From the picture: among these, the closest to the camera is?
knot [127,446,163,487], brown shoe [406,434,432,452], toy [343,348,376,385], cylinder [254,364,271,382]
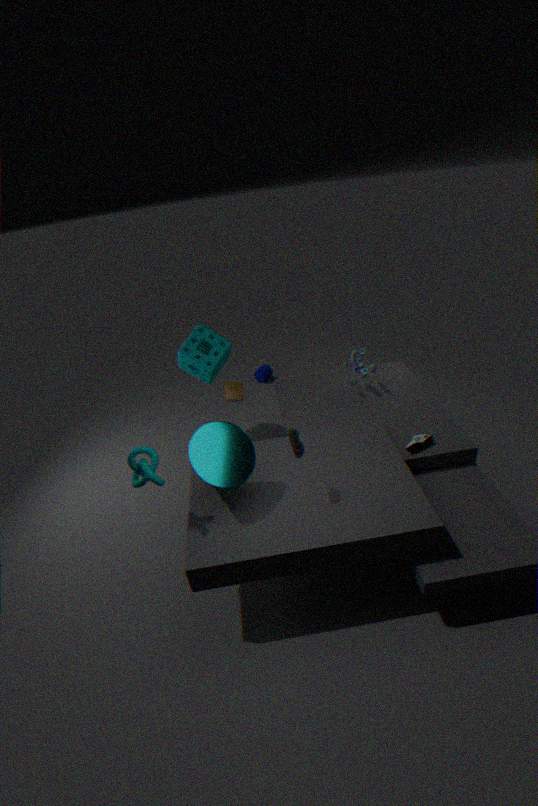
knot [127,446,163,487]
